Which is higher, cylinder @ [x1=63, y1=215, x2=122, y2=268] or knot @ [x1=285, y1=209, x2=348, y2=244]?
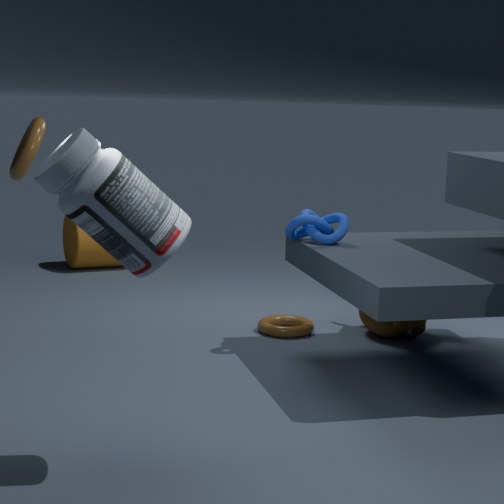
knot @ [x1=285, y1=209, x2=348, y2=244]
